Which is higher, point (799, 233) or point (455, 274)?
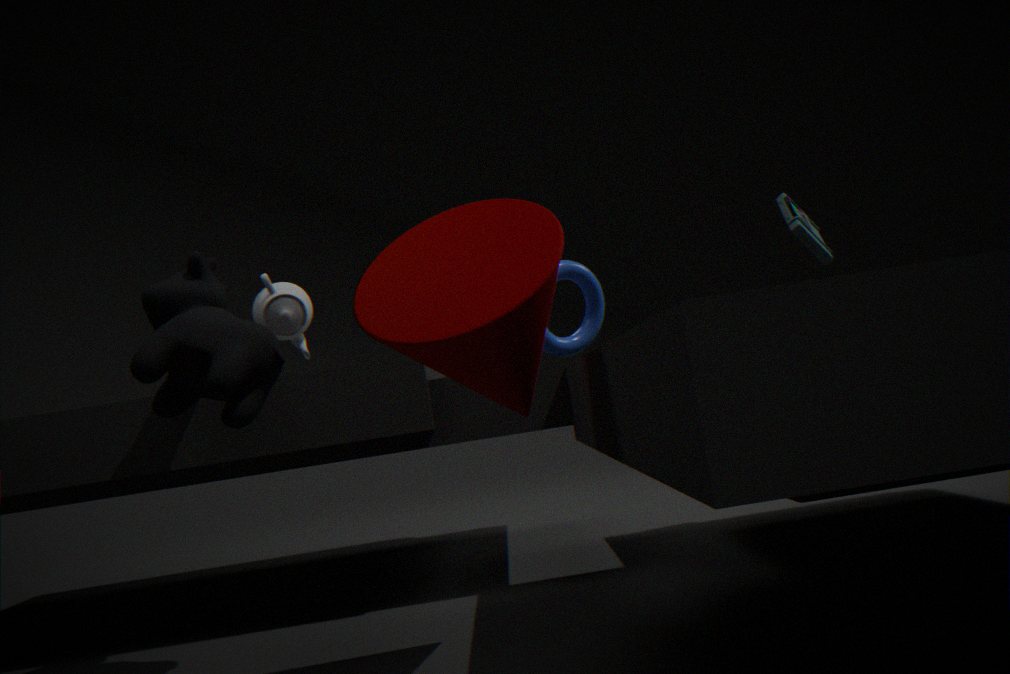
point (799, 233)
